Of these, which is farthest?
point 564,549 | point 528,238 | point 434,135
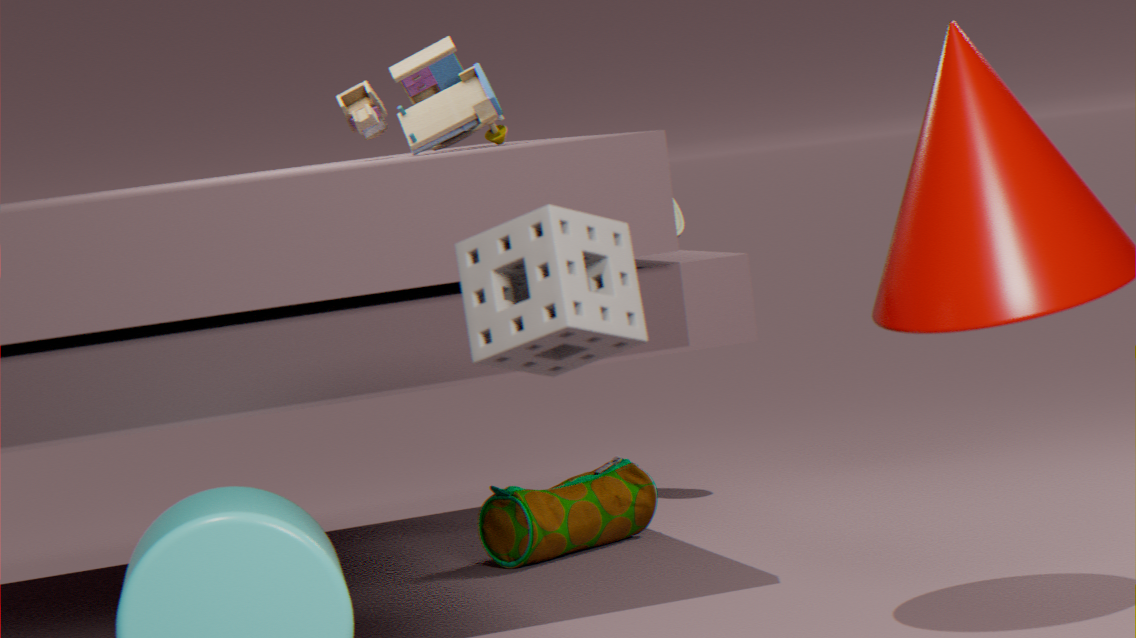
point 564,549
